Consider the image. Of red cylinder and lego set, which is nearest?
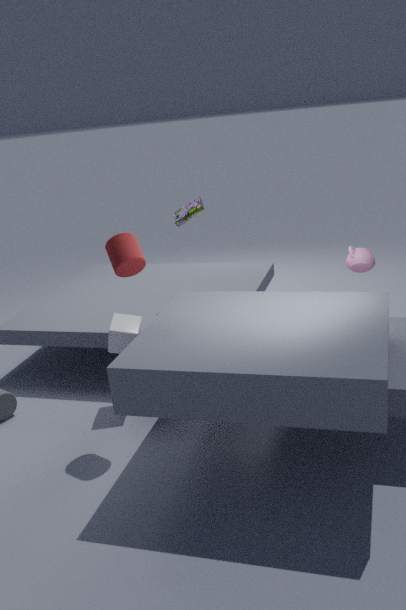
red cylinder
